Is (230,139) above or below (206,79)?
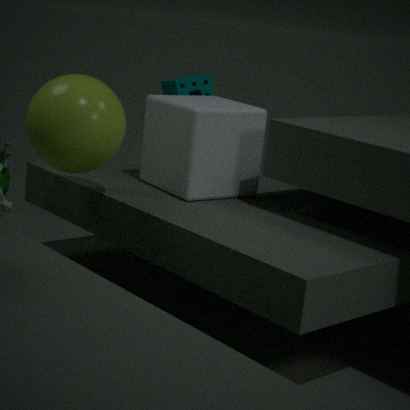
below
